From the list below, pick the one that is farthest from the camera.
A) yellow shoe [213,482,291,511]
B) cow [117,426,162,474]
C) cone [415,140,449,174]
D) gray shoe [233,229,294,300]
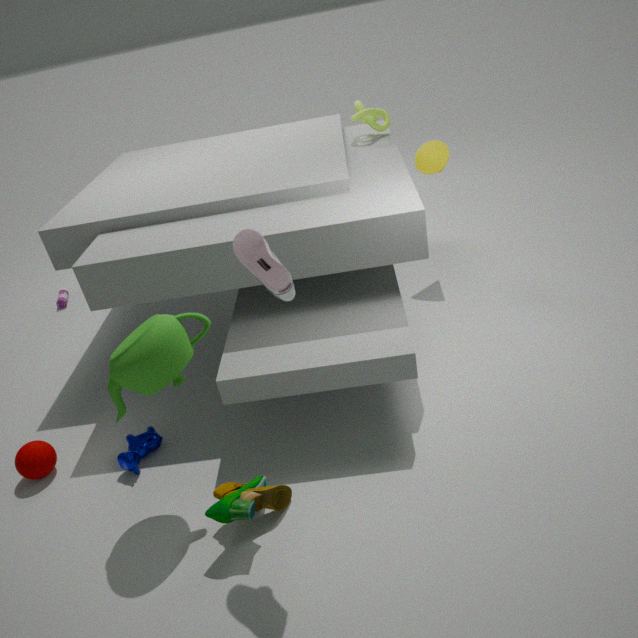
cone [415,140,449,174]
